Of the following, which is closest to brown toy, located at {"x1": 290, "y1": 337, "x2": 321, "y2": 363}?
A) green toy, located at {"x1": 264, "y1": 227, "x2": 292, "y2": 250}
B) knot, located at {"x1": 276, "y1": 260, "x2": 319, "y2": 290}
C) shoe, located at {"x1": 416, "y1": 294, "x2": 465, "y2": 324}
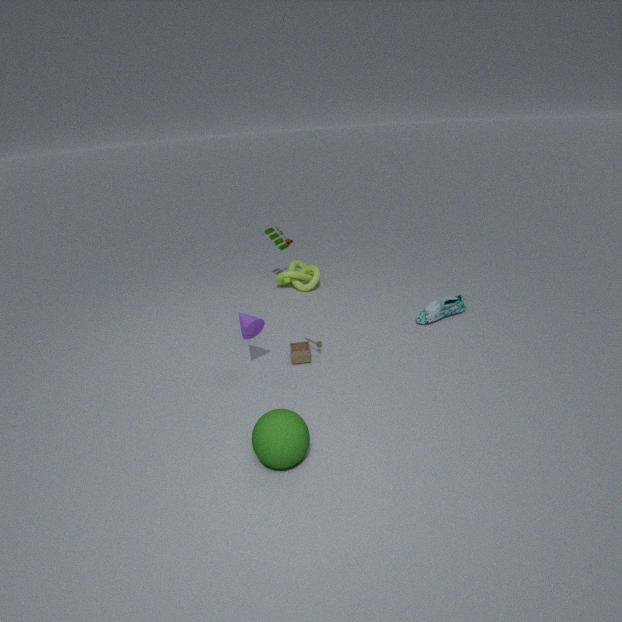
shoe, located at {"x1": 416, "y1": 294, "x2": 465, "y2": 324}
